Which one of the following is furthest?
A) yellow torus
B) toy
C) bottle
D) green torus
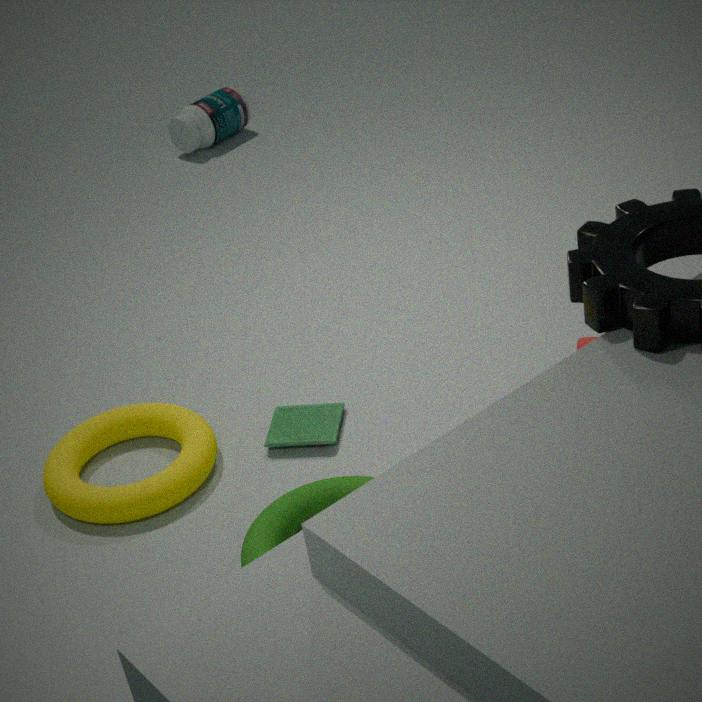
bottle
